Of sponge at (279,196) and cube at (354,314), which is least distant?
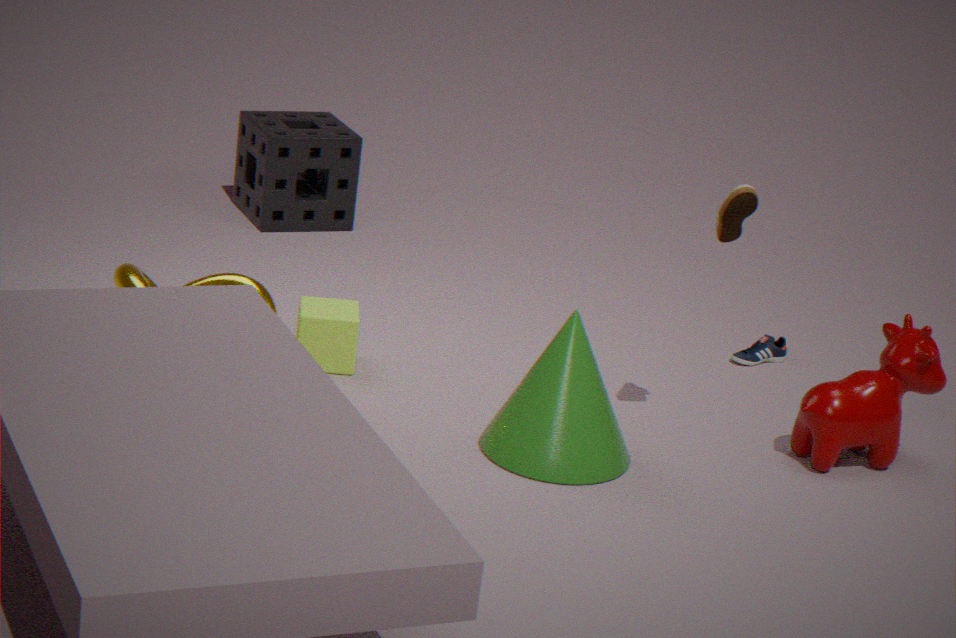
cube at (354,314)
